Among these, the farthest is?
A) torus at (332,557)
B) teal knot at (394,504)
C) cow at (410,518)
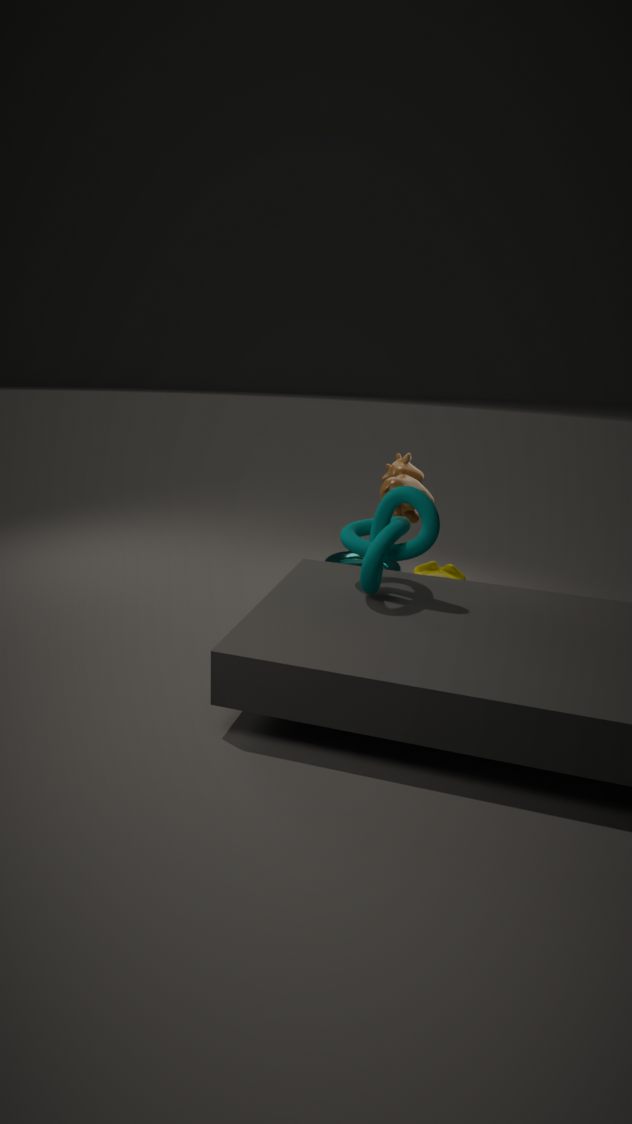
torus at (332,557)
